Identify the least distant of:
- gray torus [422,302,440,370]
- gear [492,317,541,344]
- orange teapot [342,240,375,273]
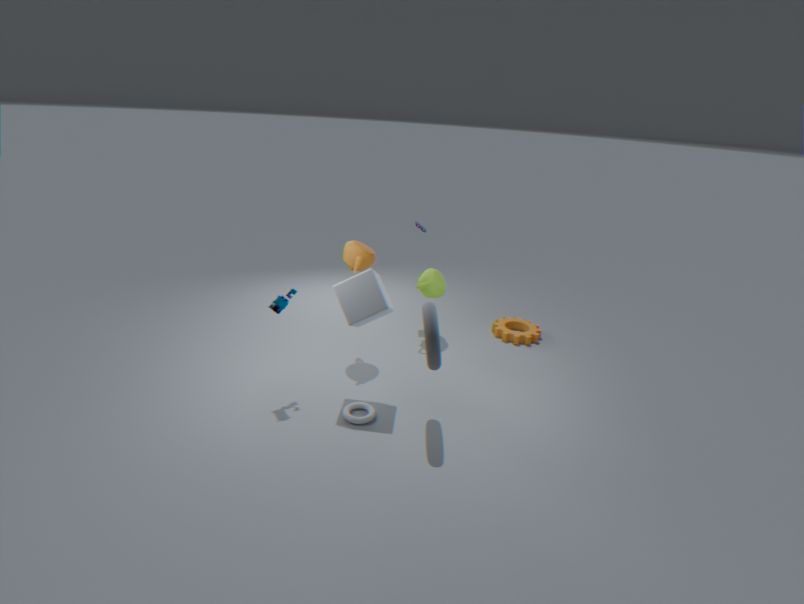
gray torus [422,302,440,370]
